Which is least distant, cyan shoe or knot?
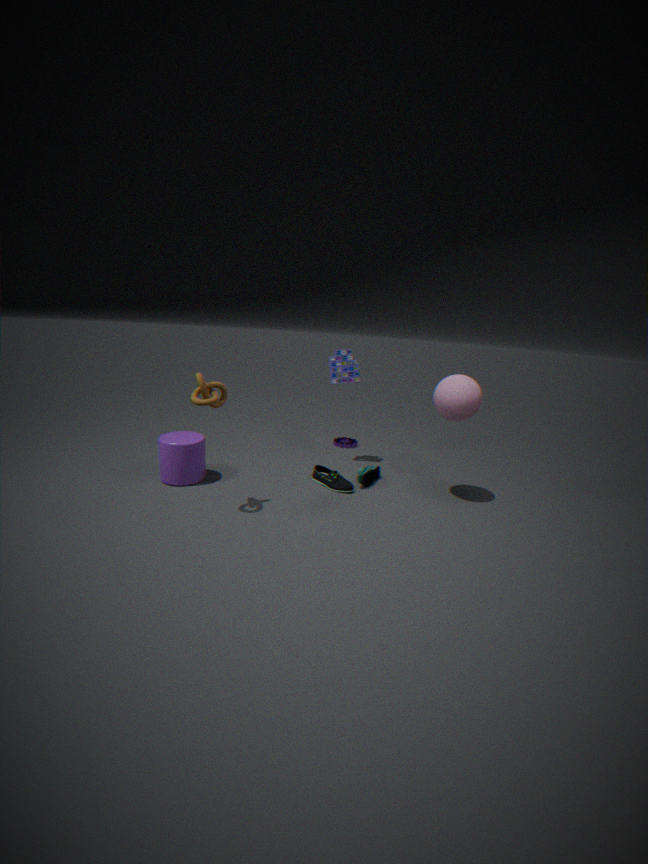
knot
